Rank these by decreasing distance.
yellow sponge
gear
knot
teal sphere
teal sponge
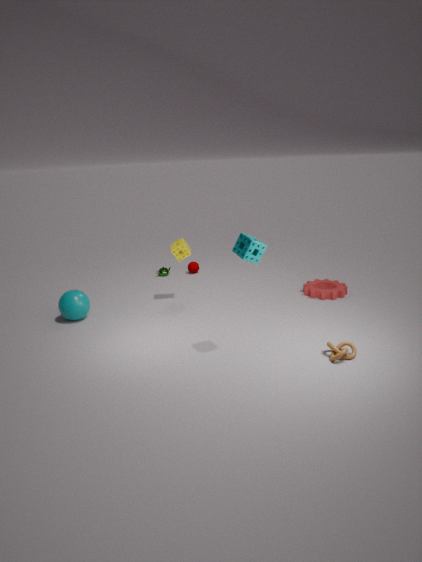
gear < yellow sponge < teal sphere < knot < teal sponge
